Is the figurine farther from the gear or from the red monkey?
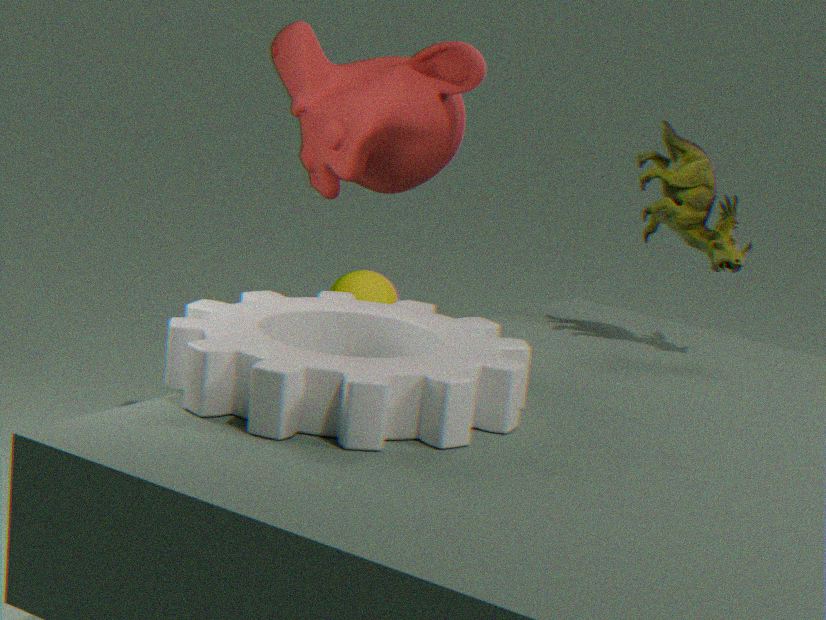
the gear
